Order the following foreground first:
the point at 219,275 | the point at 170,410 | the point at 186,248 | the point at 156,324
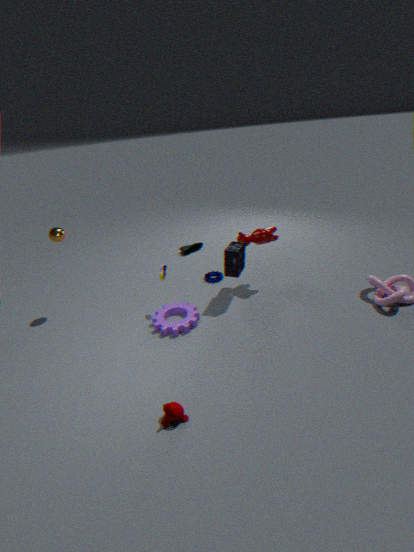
the point at 170,410 < the point at 156,324 < the point at 219,275 < the point at 186,248
